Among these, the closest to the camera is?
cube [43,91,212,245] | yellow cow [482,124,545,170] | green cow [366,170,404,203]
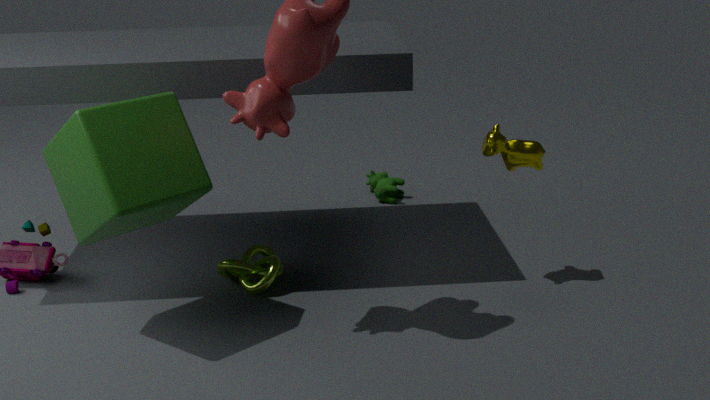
cube [43,91,212,245]
